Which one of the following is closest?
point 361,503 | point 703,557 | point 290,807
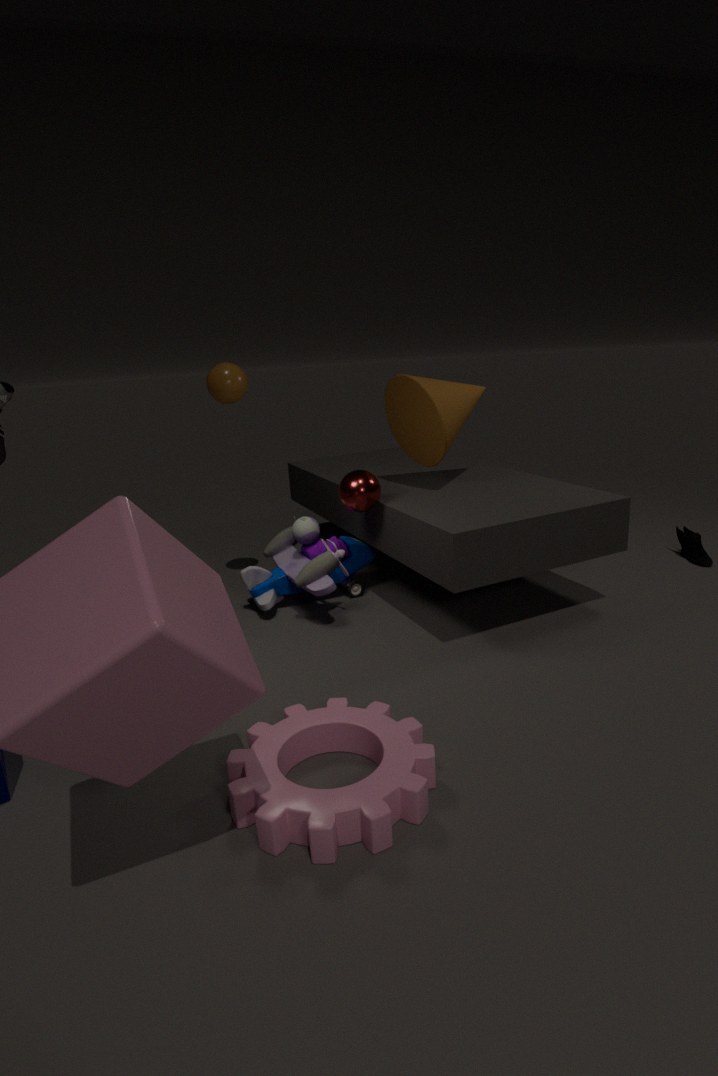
point 290,807
